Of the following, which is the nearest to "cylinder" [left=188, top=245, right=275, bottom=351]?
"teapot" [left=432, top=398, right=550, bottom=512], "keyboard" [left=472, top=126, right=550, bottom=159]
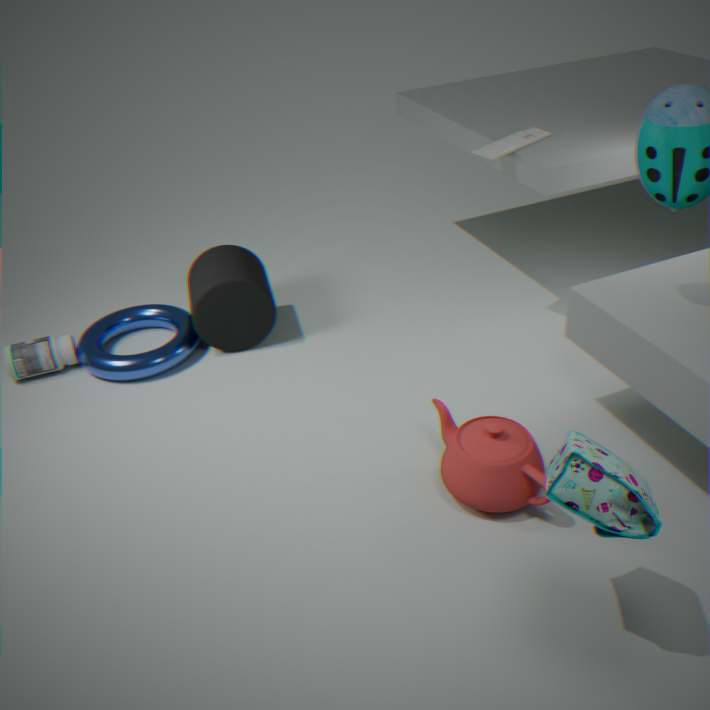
"teapot" [left=432, top=398, right=550, bottom=512]
